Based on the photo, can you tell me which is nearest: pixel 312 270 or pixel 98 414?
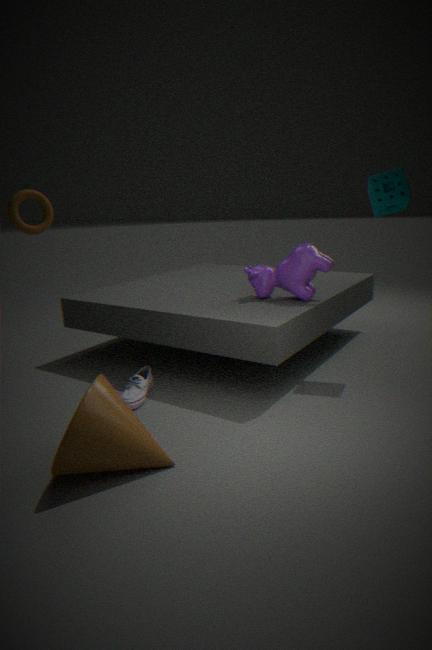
pixel 98 414
